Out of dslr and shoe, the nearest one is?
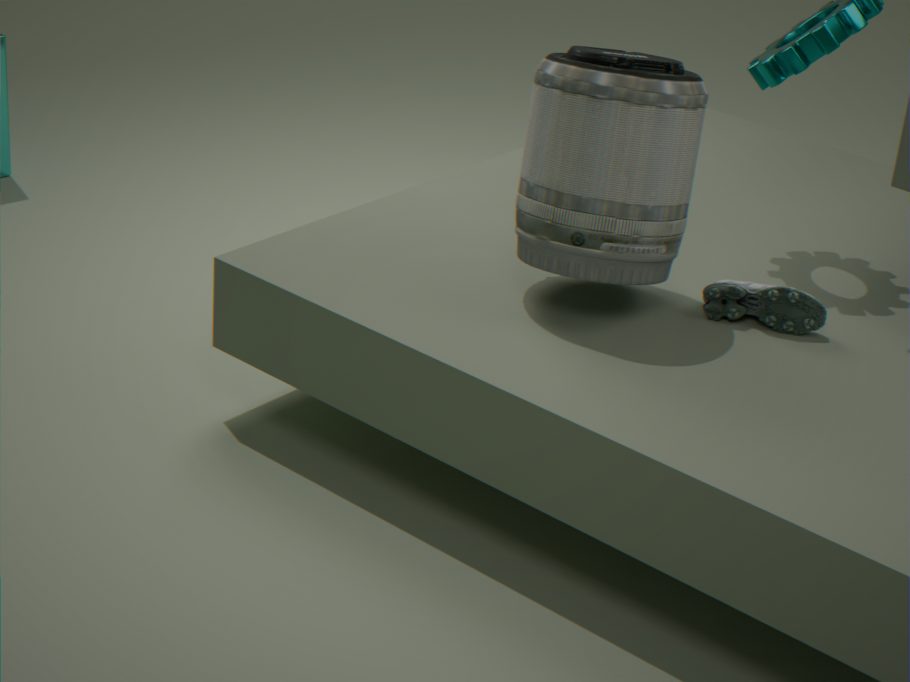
dslr
